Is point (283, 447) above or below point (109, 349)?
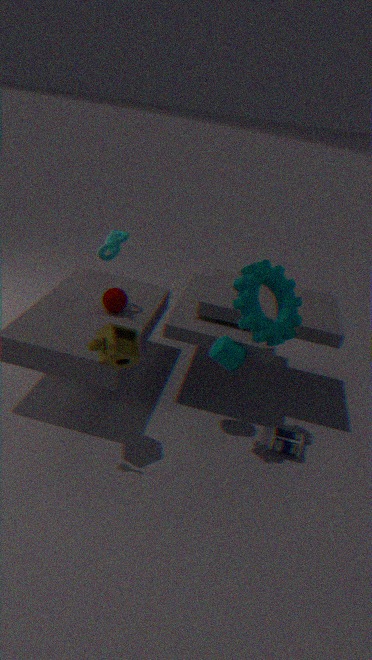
below
